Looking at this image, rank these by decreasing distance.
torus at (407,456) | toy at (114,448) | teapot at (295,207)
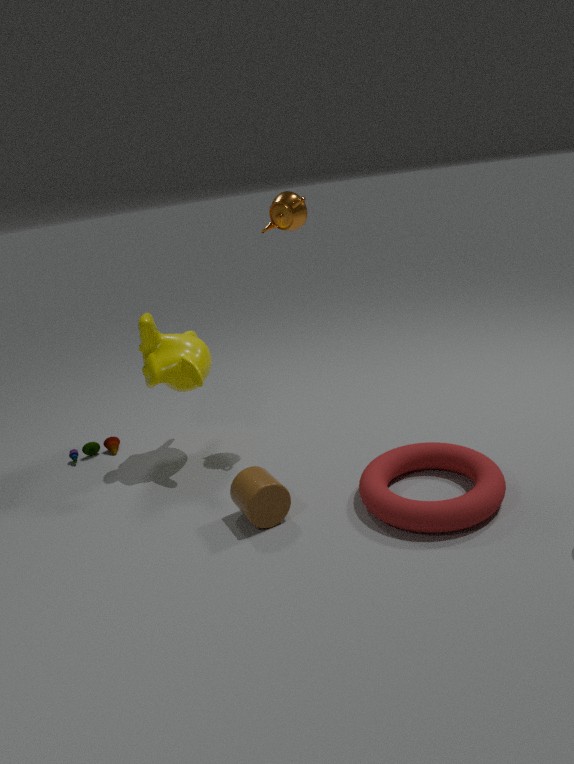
toy at (114,448) < teapot at (295,207) < torus at (407,456)
